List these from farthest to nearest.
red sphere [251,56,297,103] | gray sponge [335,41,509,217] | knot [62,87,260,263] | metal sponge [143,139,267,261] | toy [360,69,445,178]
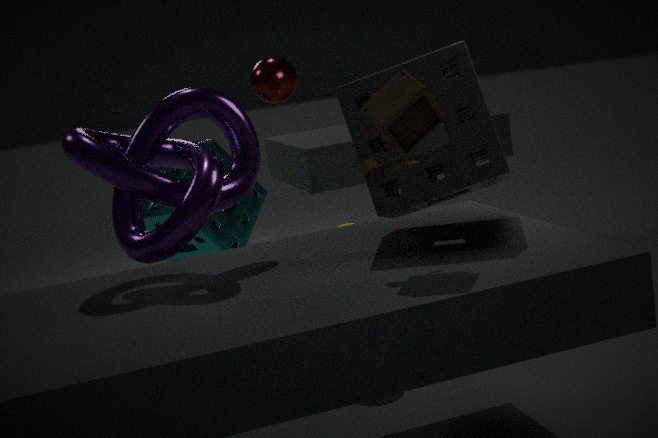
metal sponge [143,139,267,261]
red sphere [251,56,297,103]
gray sponge [335,41,509,217]
knot [62,87,260,263]
toy [360,69,445,178]
